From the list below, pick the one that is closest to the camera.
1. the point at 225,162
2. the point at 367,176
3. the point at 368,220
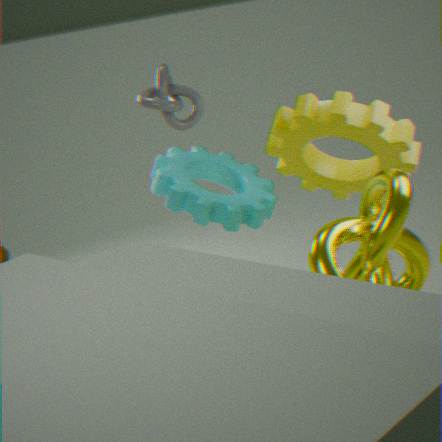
the point at 368,220
